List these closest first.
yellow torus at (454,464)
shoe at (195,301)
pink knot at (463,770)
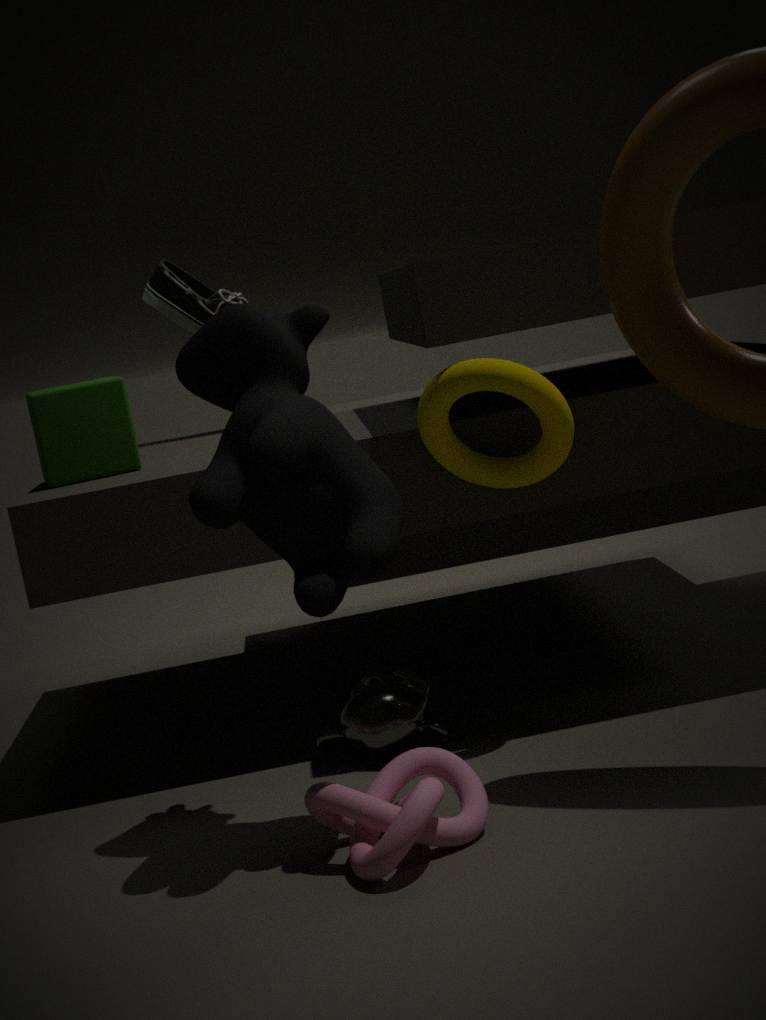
pink knot at (463,770) → yellow torus at (454,464) → shoe at (195,301)
